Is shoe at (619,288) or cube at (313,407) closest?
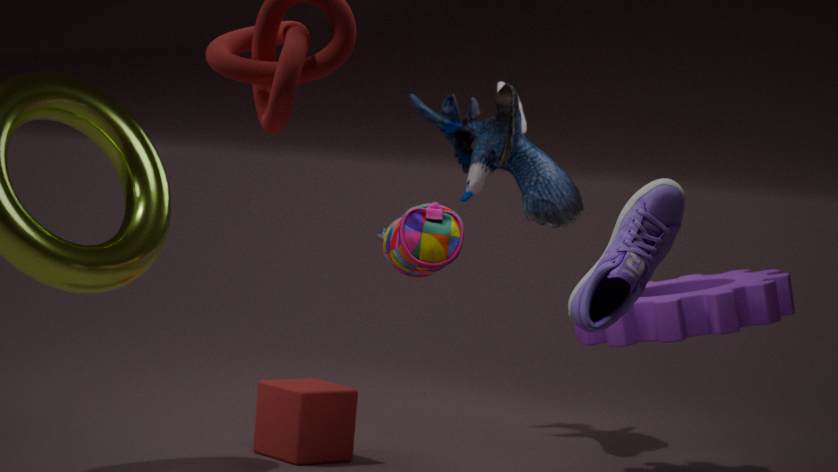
shoe at (619,288)
